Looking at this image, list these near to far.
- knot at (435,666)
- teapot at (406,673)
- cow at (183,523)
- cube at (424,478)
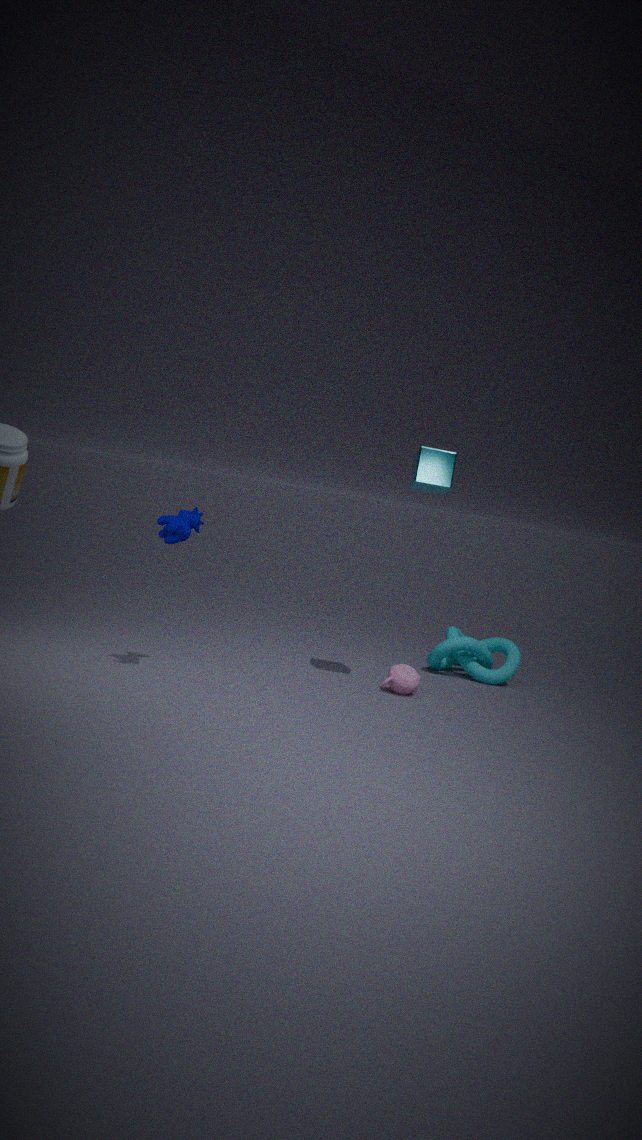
cow at (183,523), cube at (424,478), teapot at (406,673), knot at (435,666)
